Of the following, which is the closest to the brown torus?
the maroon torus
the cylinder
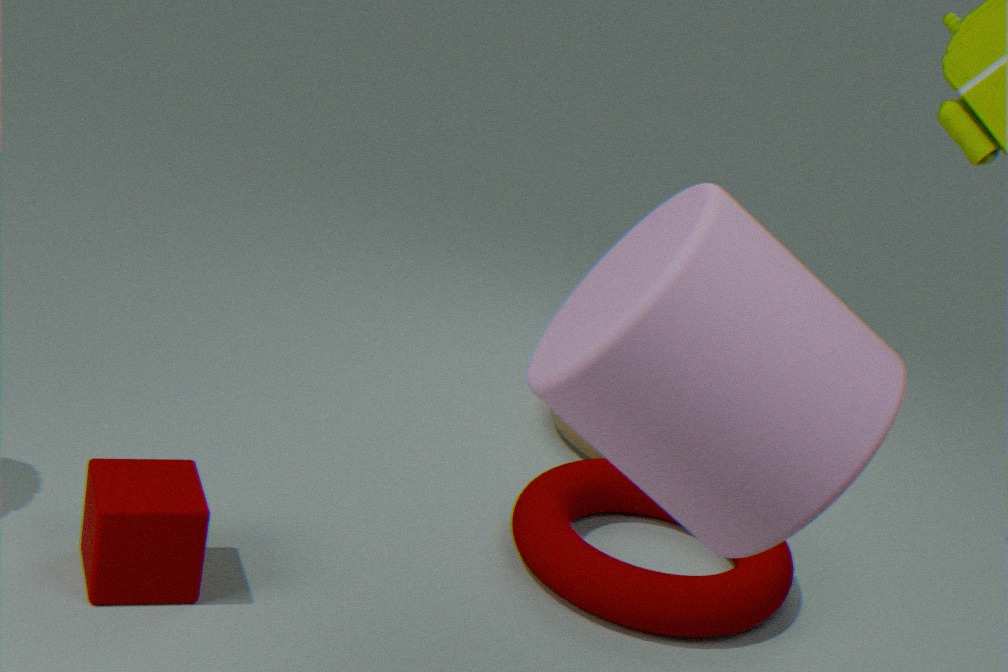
the maroon torus
